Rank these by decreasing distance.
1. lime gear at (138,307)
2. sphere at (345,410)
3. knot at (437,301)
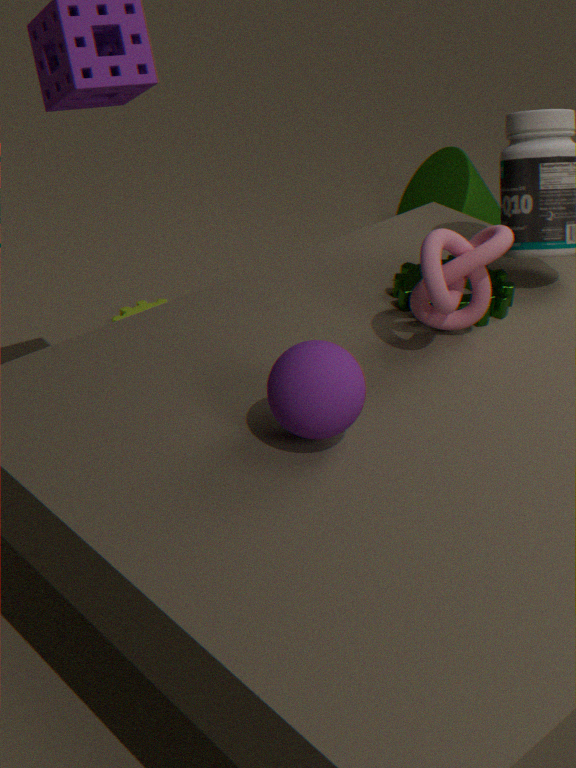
lime gear at (138,307) → knot at (437,301) → sphere at (345,410)
